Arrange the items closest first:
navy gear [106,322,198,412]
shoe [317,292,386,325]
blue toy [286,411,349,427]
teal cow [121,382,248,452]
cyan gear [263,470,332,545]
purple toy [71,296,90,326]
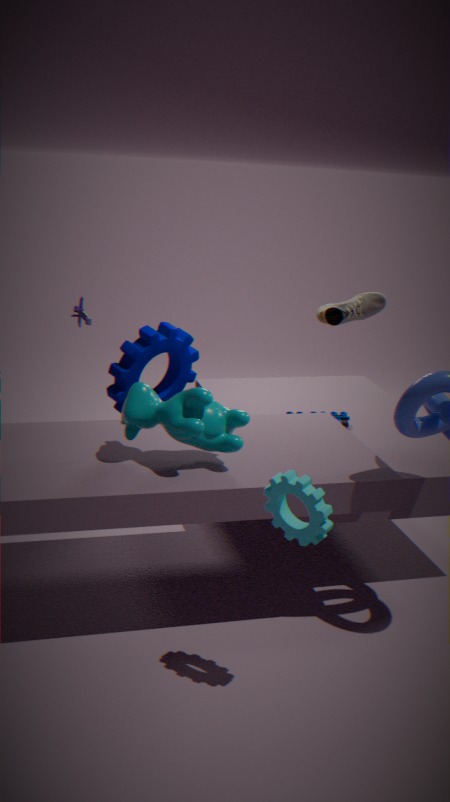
cyan gear [263,470,332,545], teal cow [121,382,248,452], shoe [317,292,386,325], blue toy [286,411,349,427], navy gear [106,322,198,412], purple toy [71,296,90,326]
